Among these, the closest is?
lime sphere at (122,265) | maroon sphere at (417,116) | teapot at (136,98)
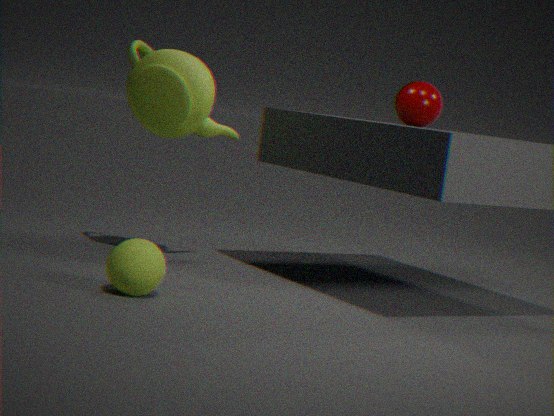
lime sphere at (122,265)
